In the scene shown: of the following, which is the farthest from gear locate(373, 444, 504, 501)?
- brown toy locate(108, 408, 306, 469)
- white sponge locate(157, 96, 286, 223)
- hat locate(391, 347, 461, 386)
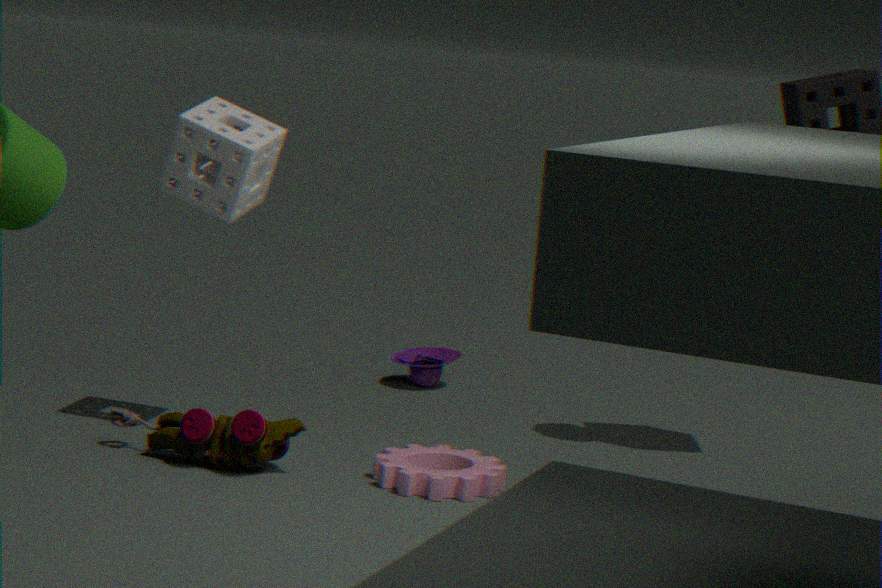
hat locate(391, 347, 461, 386)
